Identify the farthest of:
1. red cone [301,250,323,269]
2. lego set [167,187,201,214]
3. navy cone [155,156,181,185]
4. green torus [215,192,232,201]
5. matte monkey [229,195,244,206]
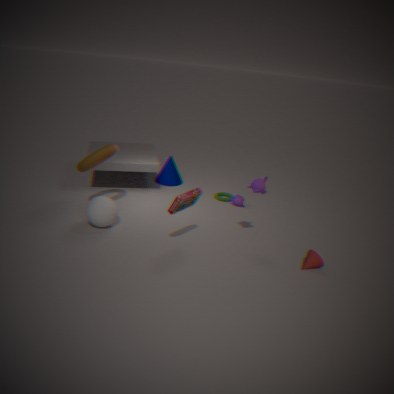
navy cone [155,156,181,185]
